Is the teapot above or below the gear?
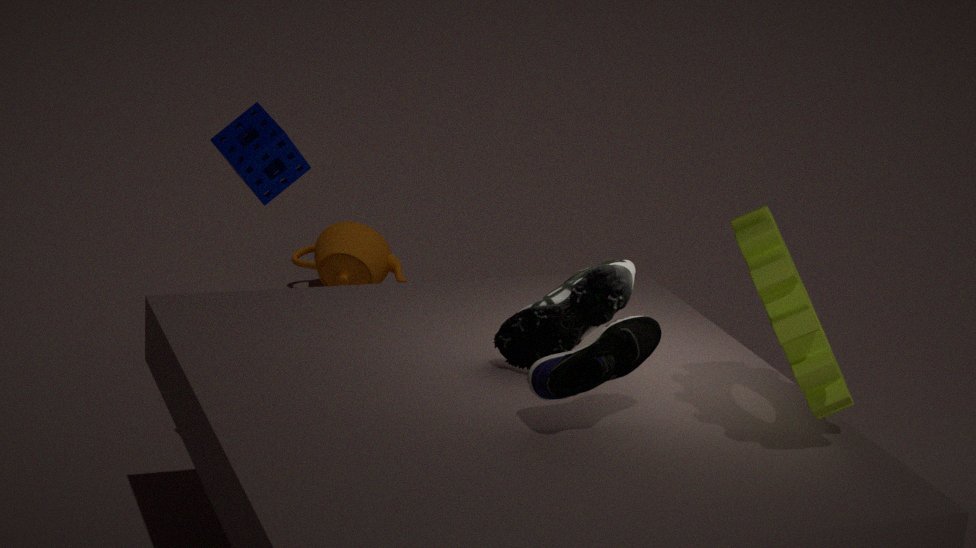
below
